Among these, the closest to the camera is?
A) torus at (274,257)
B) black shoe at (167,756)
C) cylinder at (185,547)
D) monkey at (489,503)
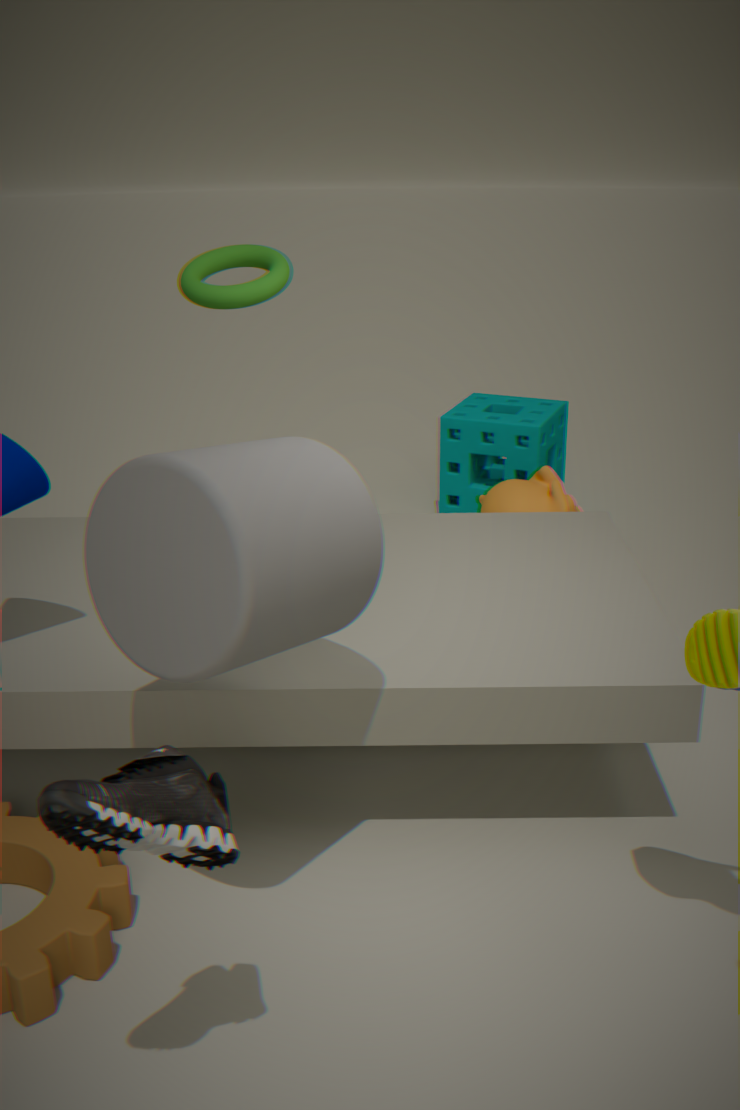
black shoe at (167,756)
